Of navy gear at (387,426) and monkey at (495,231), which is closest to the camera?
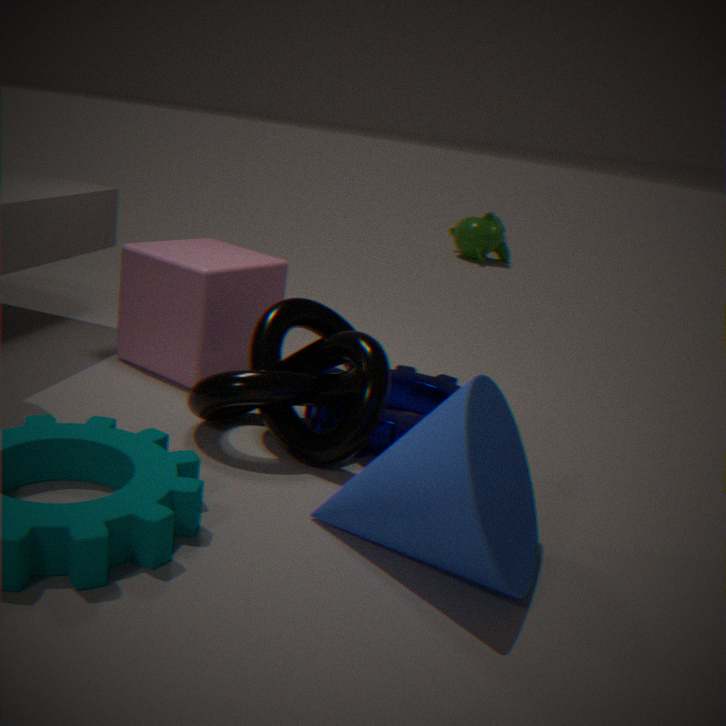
navy gear at (387,426)
